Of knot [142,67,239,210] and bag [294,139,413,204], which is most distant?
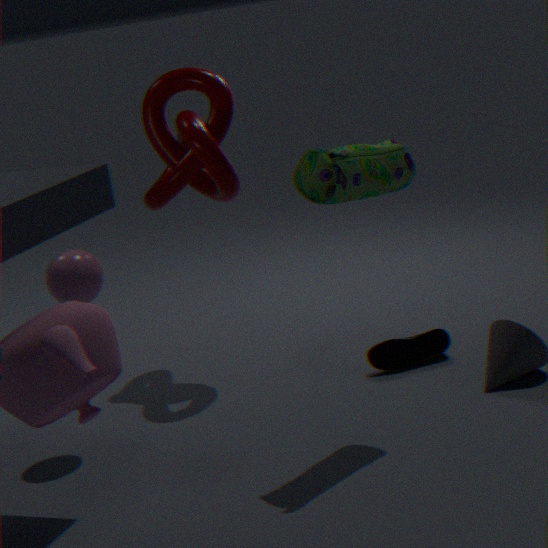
knot [142,67,239,210]
